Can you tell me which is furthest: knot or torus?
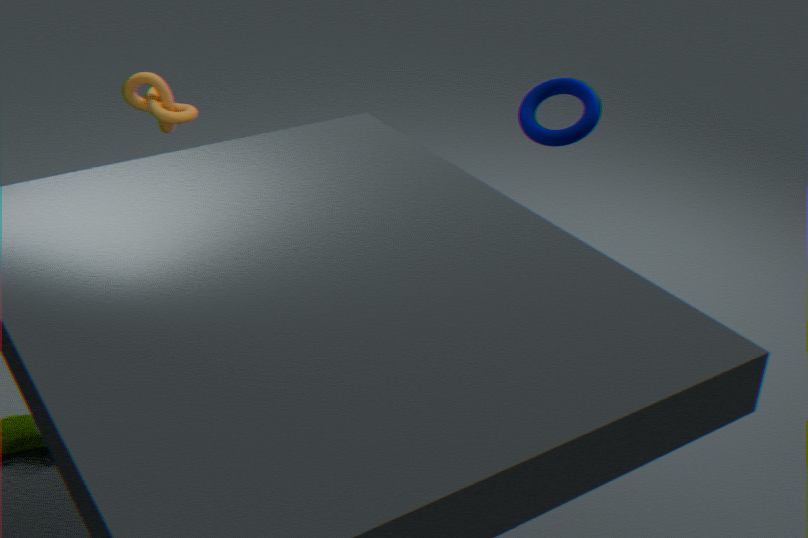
knot
